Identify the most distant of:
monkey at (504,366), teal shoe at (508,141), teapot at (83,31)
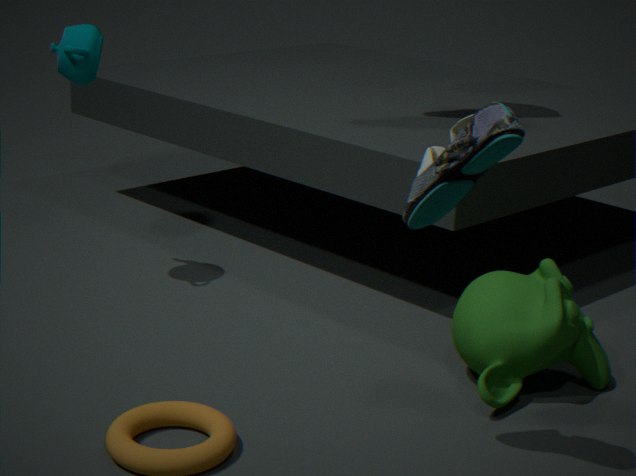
teapot at (83,31)
